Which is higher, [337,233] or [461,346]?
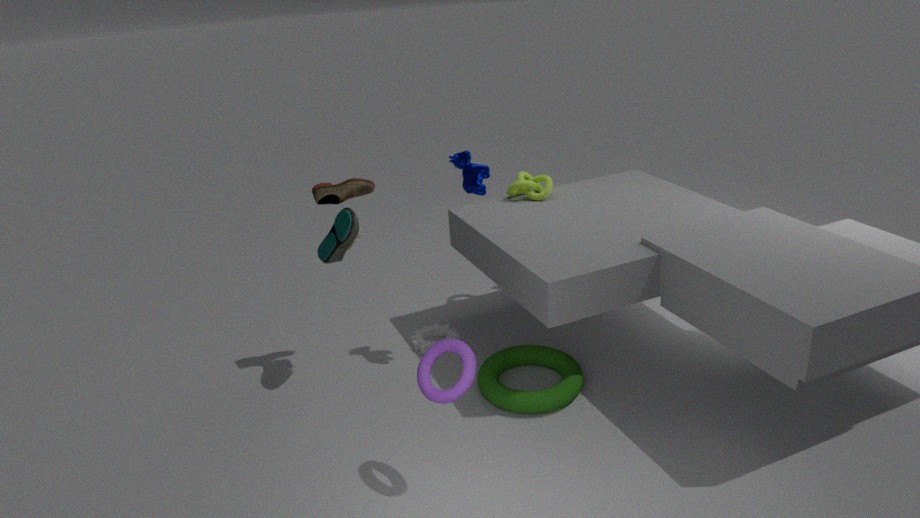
[337,233]
